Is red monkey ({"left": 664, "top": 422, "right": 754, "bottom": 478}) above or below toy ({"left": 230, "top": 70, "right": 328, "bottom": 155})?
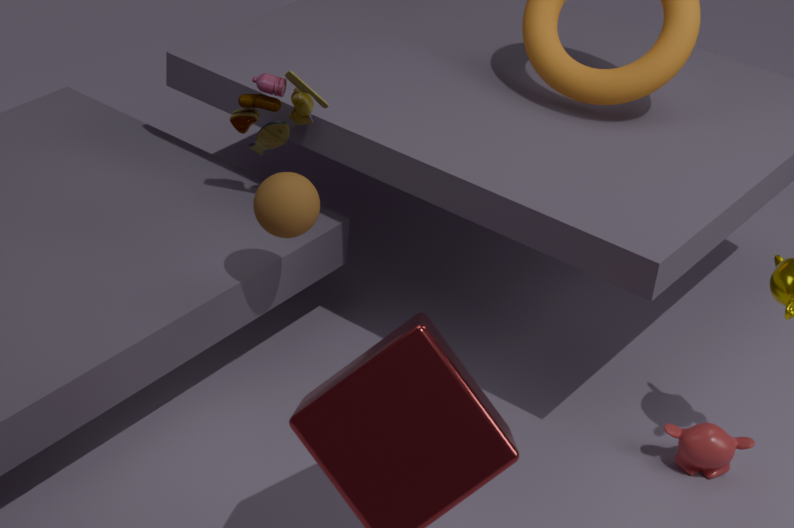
below
